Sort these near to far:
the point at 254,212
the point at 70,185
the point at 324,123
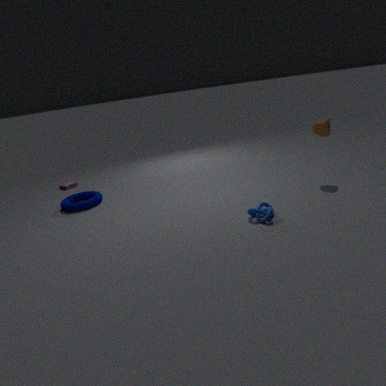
the point at 254,212 < the point at 324,123 < the point at 70,185
